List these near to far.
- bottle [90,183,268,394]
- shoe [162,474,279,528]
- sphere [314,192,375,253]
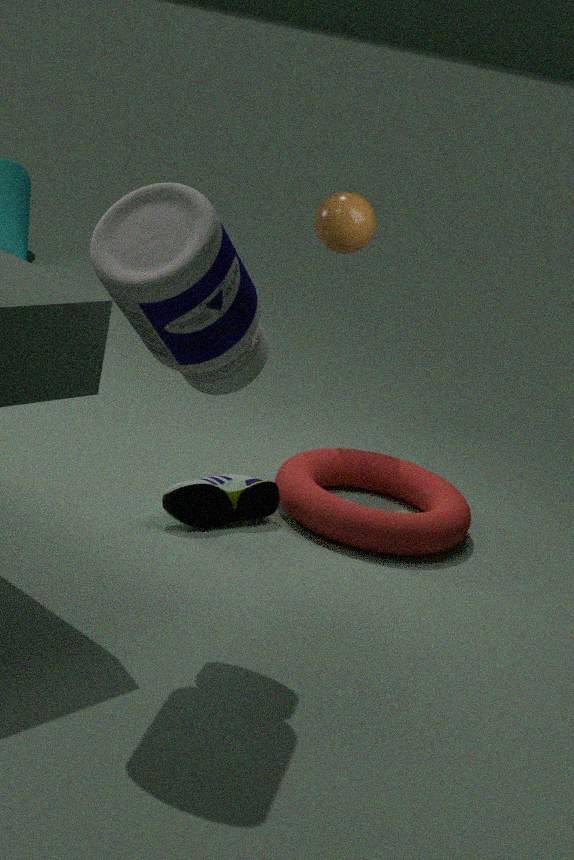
bottle [90,183,268,394]
shoe [162,474,279,528]
sphere [314,192,375,253]
